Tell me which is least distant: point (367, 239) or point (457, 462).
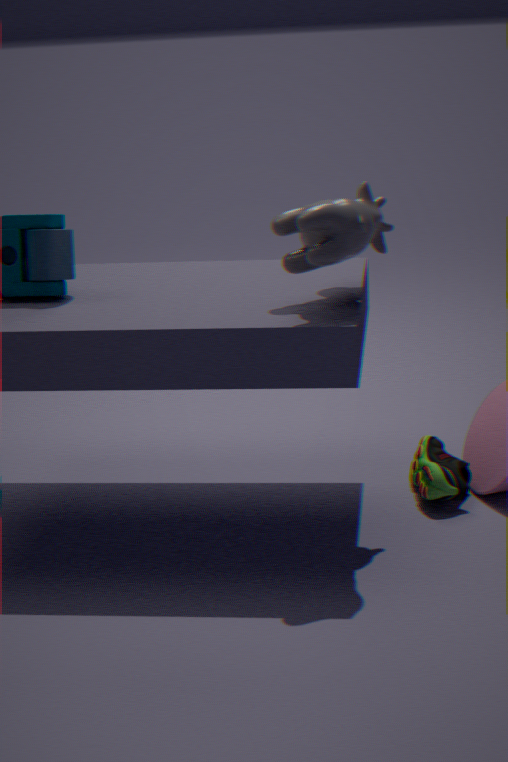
point (367, 239)
